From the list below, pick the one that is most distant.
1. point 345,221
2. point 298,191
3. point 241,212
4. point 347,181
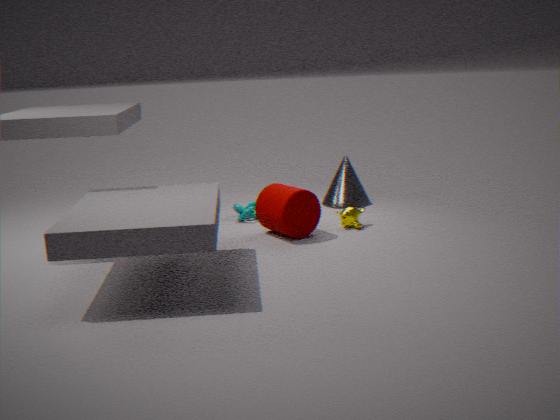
point 347,181
